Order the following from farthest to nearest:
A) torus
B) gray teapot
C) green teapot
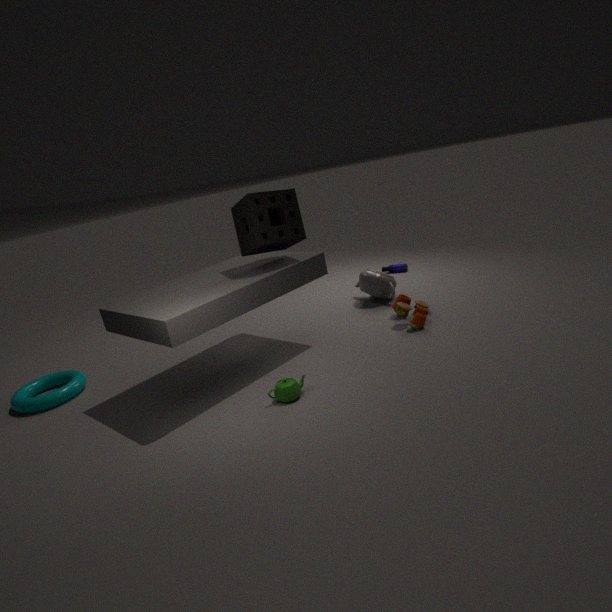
1. gray teapot
2. torus
3. green teapot
